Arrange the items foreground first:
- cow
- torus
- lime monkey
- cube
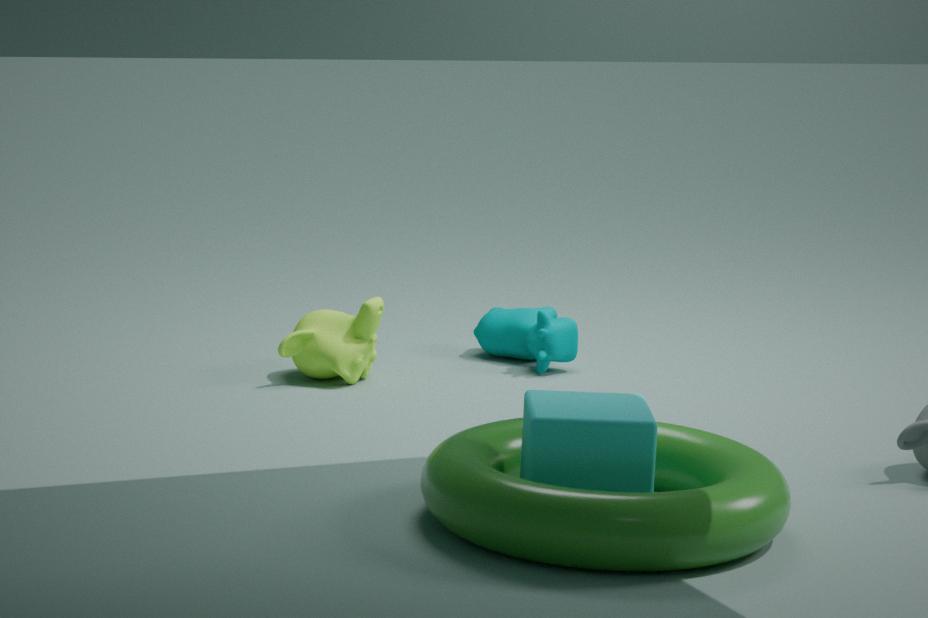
1. torus
2. cube
3. lime monkey
4. cow
